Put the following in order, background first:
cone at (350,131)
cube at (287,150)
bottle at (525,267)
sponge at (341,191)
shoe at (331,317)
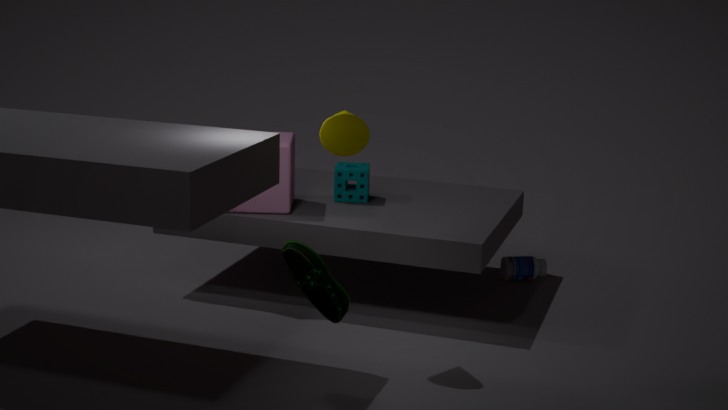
bottle at (525,267), sponge at (341,191), cube at (287,150), cone at (350,131), shoe at (331,317)
